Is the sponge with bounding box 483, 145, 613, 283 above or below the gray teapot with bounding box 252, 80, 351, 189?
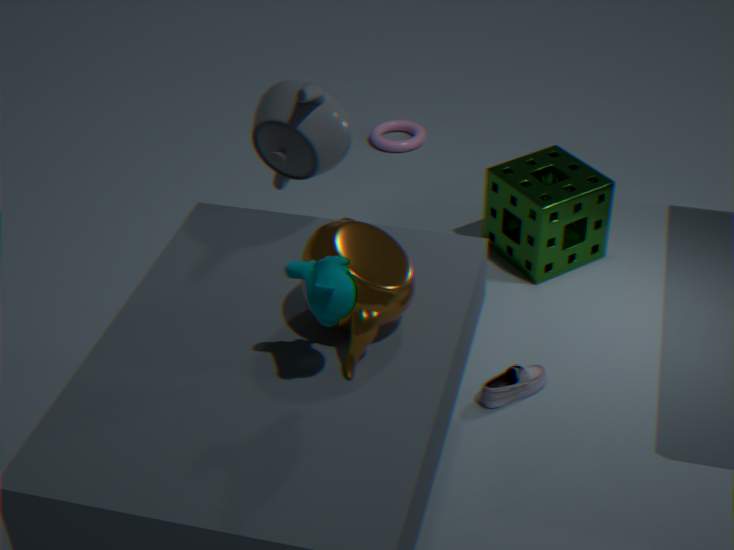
below
